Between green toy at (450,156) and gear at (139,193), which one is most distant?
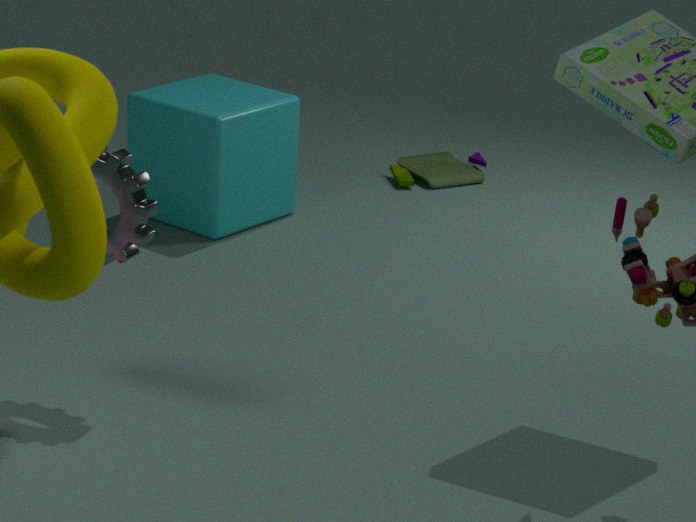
green toy at (450,156)
